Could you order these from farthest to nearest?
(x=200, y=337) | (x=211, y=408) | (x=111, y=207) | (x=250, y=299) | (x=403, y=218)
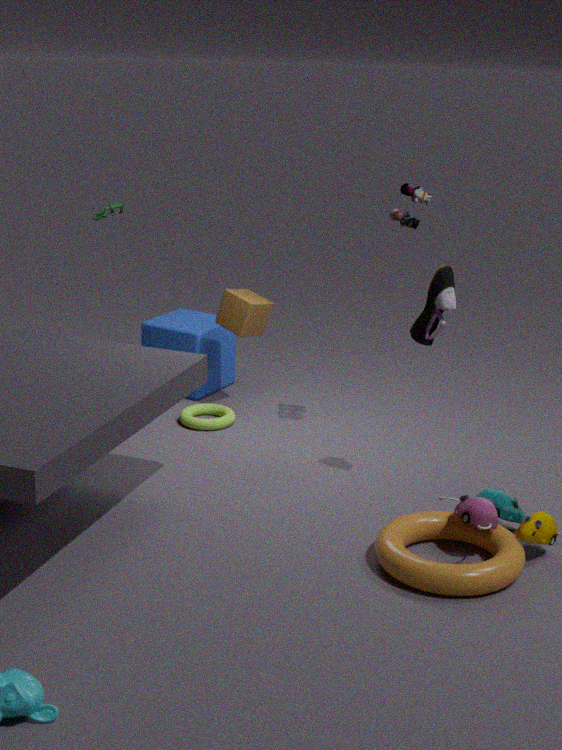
A: 1. (x=200, y=337)
2. (x=111, y=207)
3. (x=211, y=408)
4. (x=250, y=299)
5. (x=403, y=218)
